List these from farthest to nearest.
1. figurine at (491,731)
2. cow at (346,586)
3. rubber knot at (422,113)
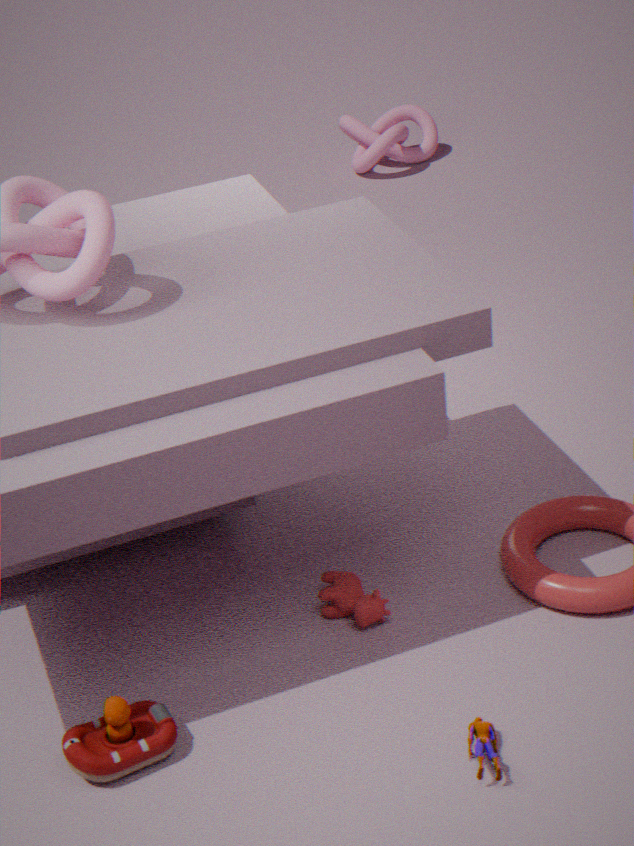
rubber knot at (422,113)
cow at (346,586)
figurine at (491,731)
